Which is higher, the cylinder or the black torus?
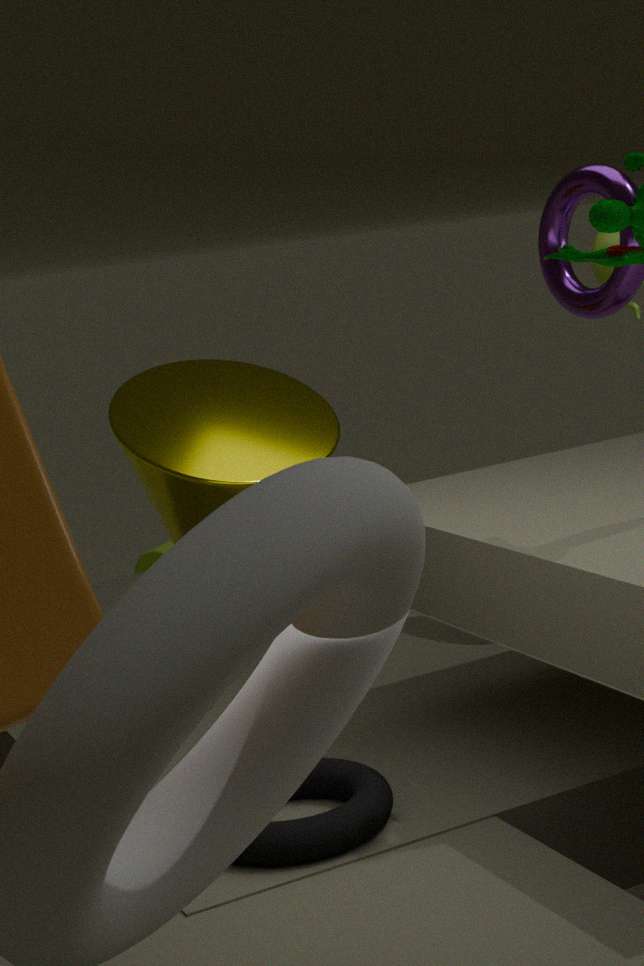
the black torus
